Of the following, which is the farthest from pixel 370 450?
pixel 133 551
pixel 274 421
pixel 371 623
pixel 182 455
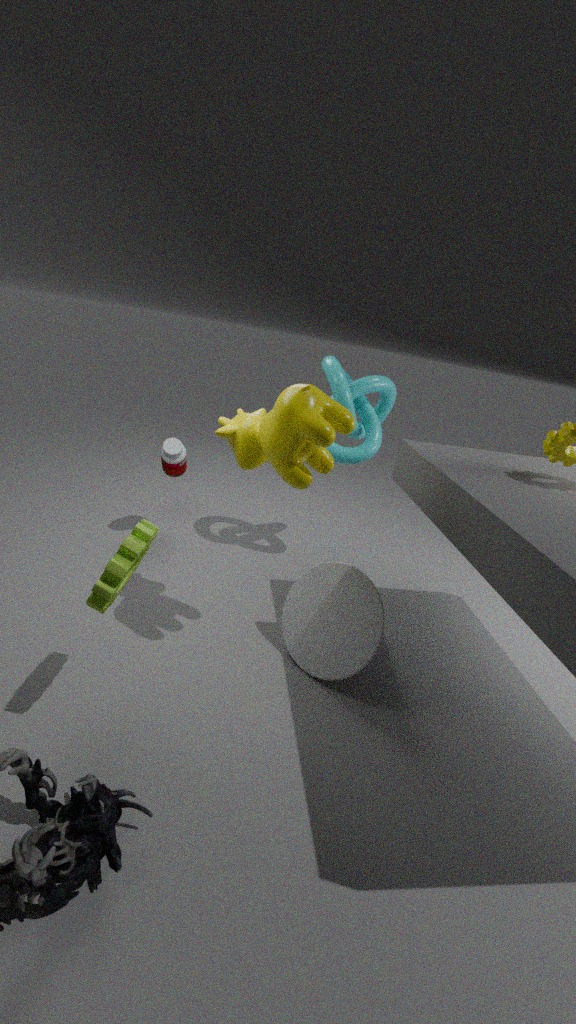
pixel 133 551
